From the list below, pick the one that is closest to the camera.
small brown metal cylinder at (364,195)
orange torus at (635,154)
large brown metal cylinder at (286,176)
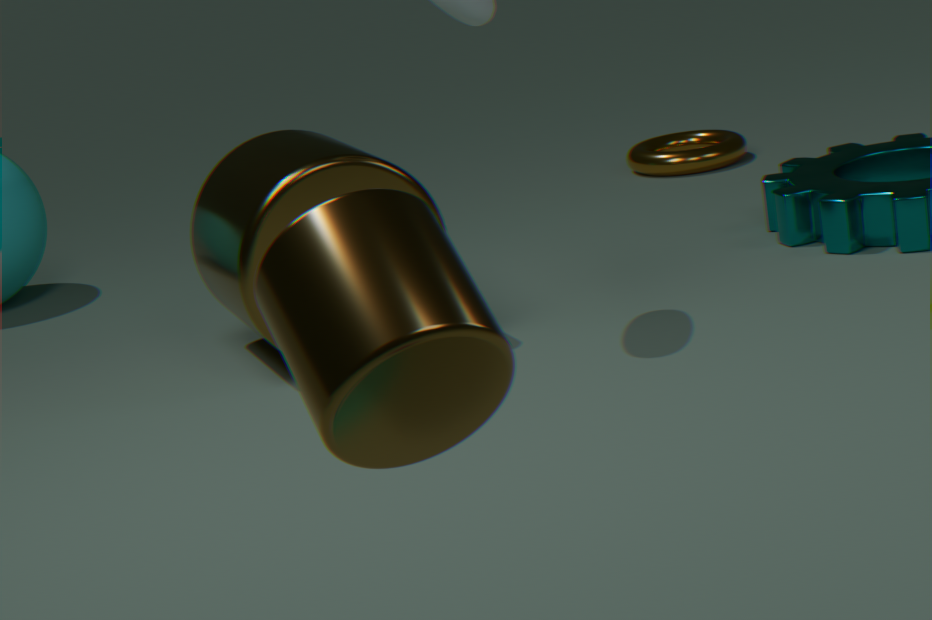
small brown metal cylinder at (364,195)
